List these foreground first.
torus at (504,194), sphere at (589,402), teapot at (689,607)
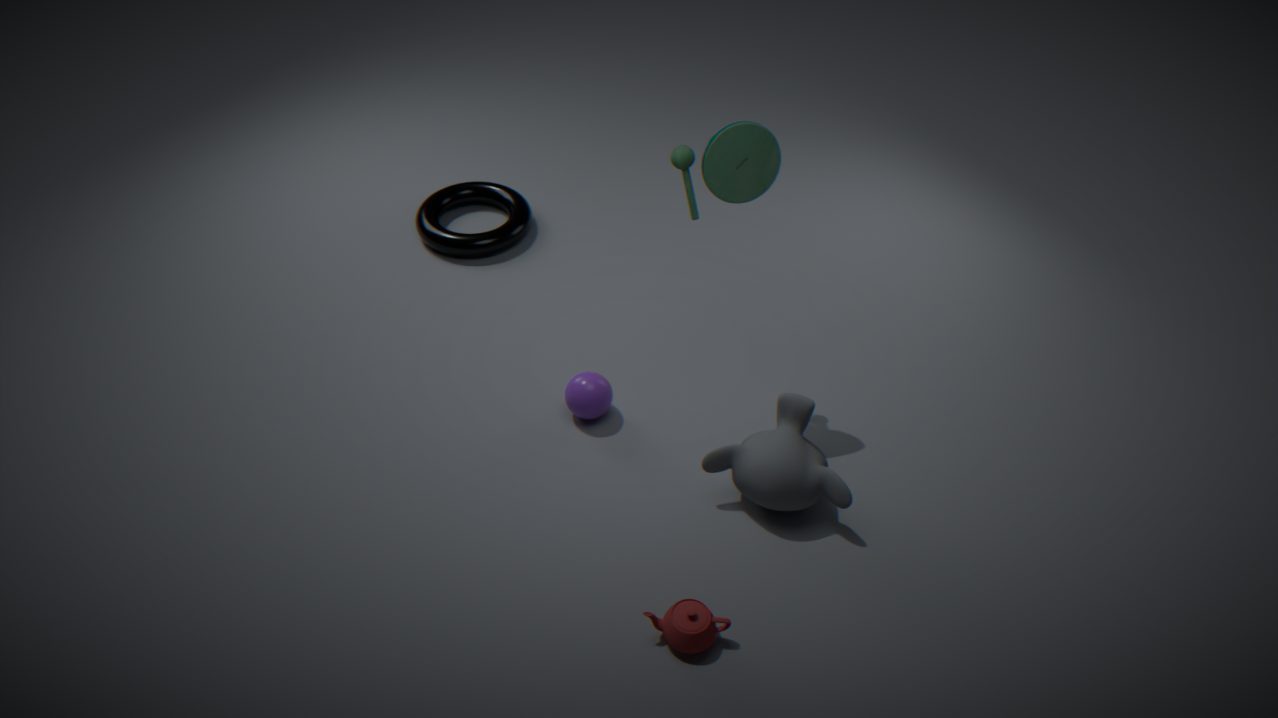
teapot at (689,607) → sphere at (589,402) → torus at (504,194)
